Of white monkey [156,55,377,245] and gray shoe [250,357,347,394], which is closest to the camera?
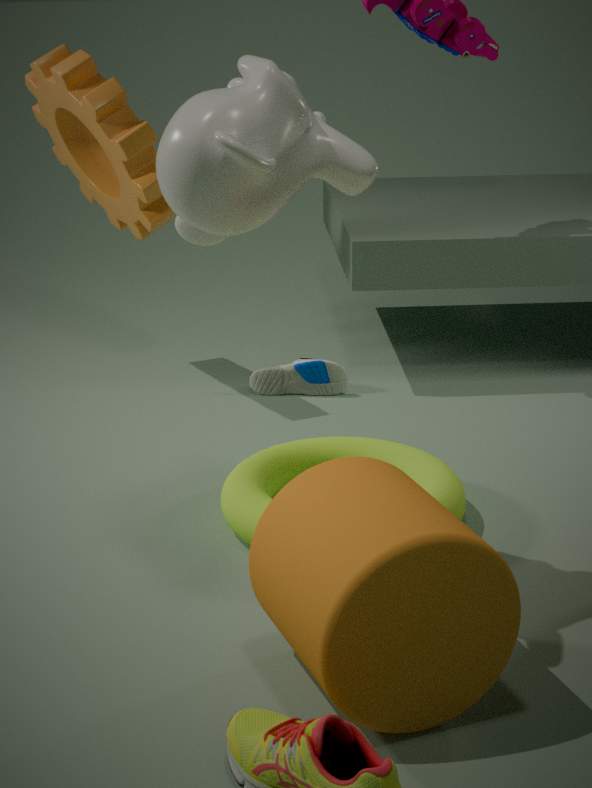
white monkey [156,55,377,245]
